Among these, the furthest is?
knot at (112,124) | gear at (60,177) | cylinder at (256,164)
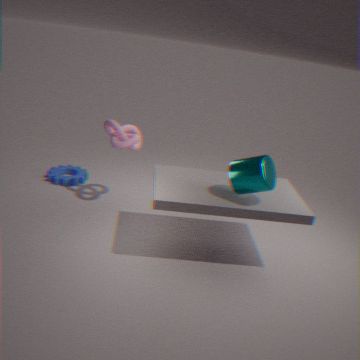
gear at (60,177)
